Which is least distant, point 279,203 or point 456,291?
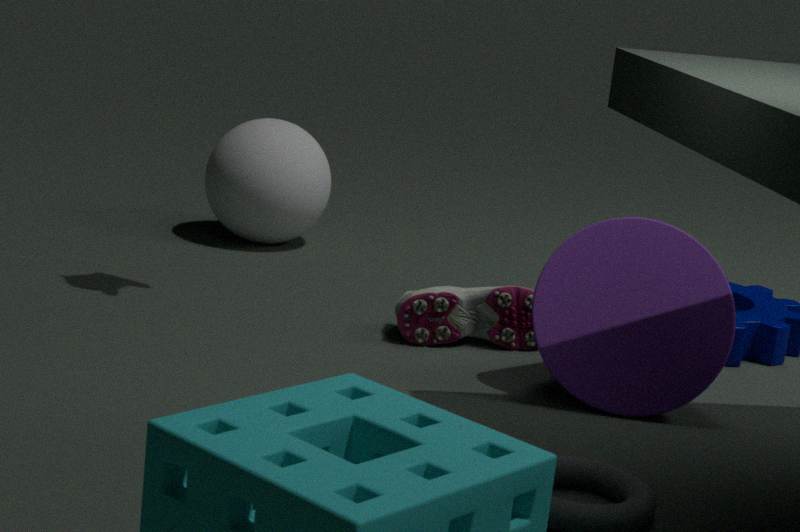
point 456,291
